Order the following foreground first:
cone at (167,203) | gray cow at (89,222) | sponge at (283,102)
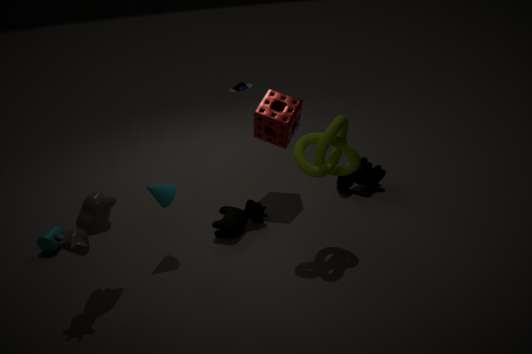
gray cow at (89,222)
cone at (167,203)
sponge at (283,102)
